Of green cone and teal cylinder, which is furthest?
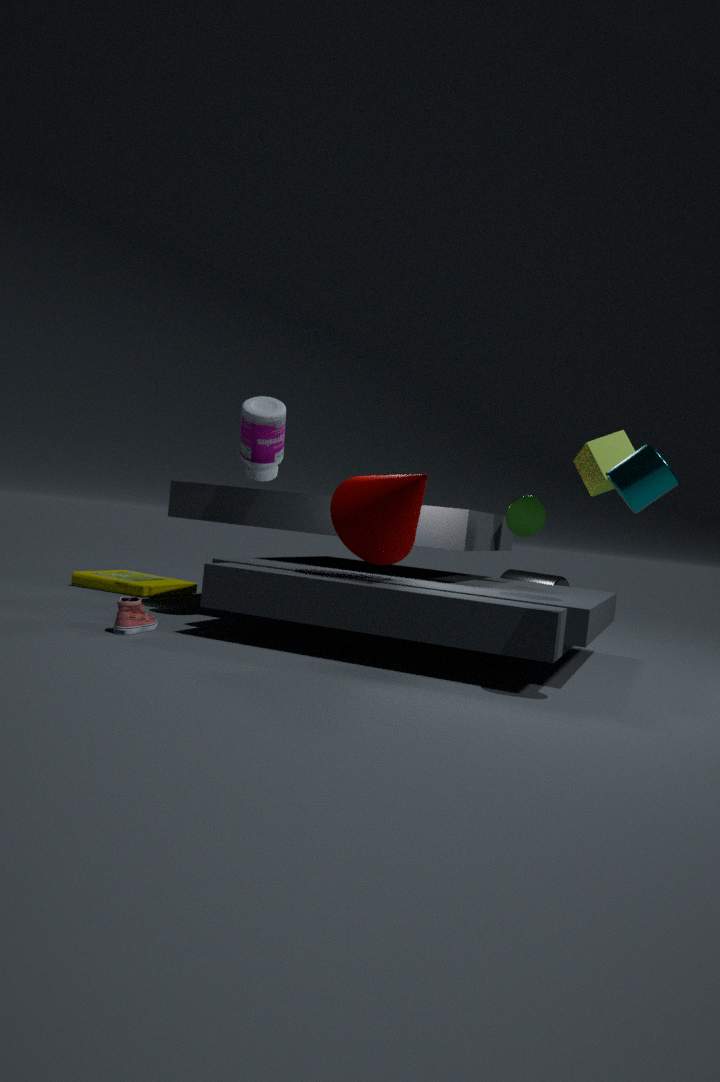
green cone
